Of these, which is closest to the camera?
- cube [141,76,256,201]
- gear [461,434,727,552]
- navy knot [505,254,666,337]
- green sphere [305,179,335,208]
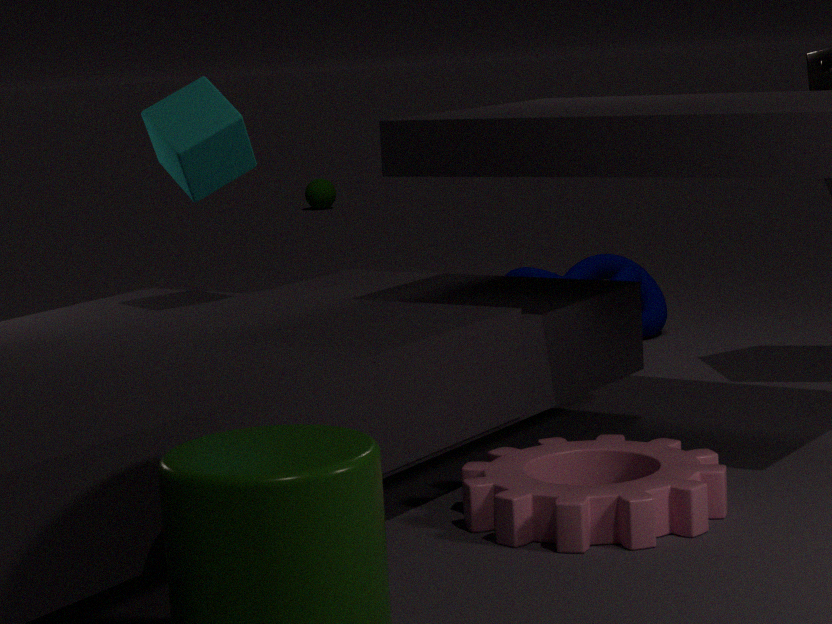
gear [461,434,727,552]
